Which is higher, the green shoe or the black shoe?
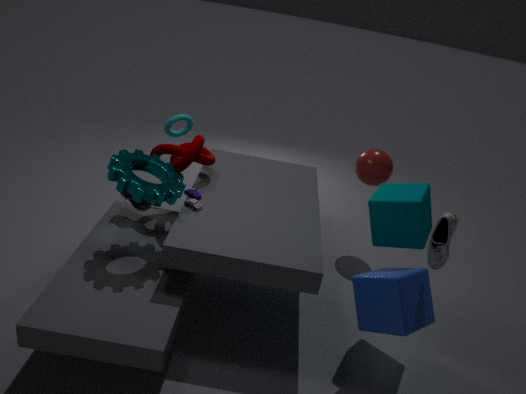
the black shoe
